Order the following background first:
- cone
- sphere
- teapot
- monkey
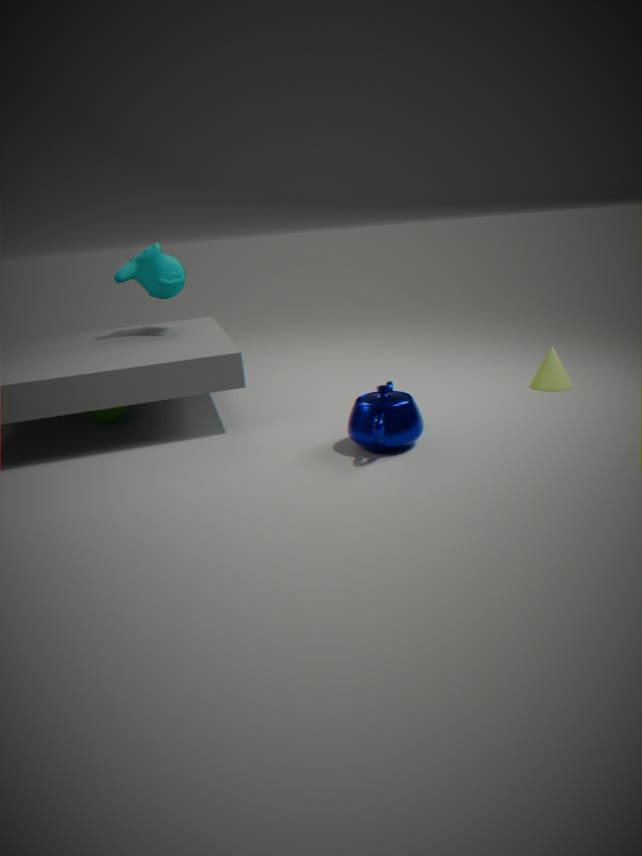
monkey
sphere
cone
teapot
